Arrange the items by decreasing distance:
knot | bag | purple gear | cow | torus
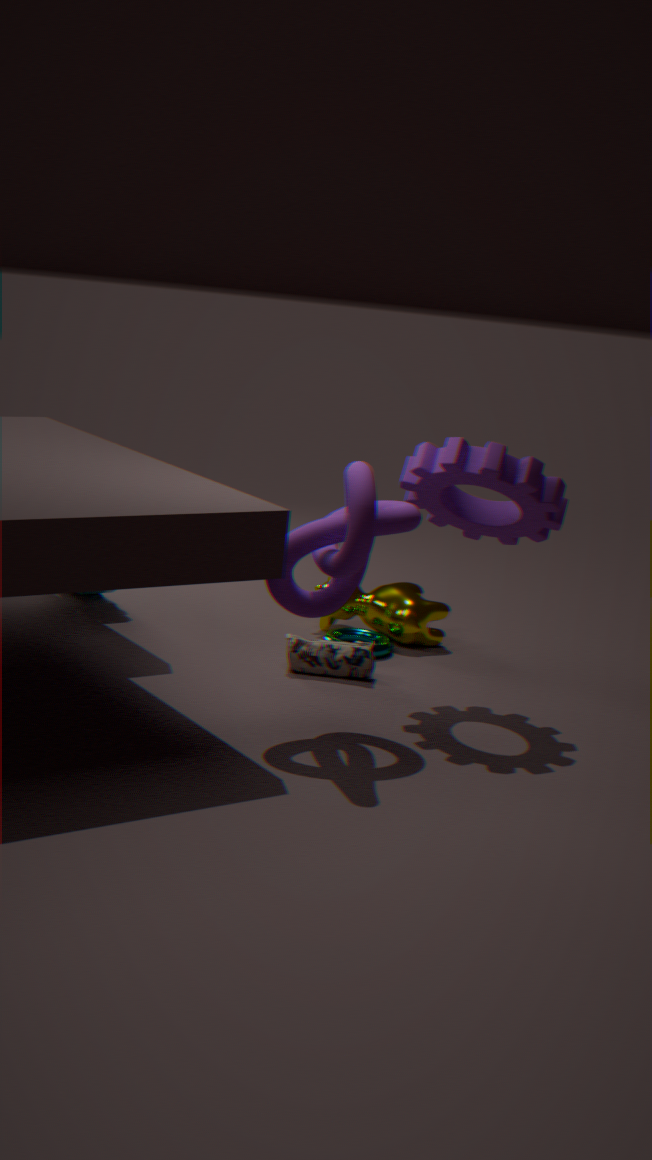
cow
torus
bag
purple gear
knot
